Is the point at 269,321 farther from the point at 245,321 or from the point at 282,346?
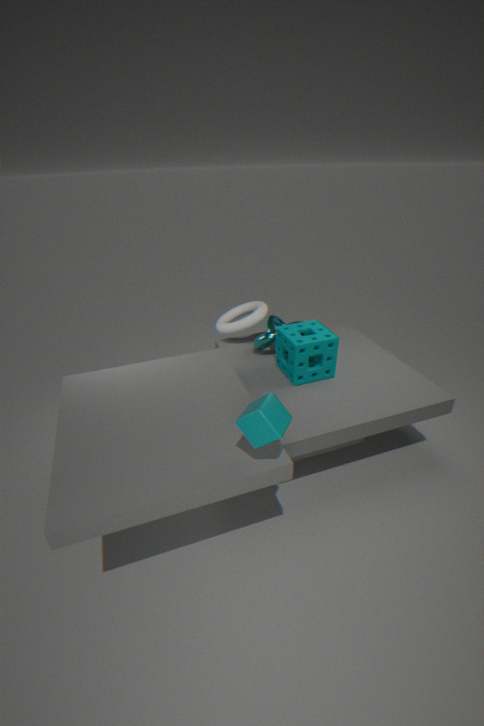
the point at 245,321
